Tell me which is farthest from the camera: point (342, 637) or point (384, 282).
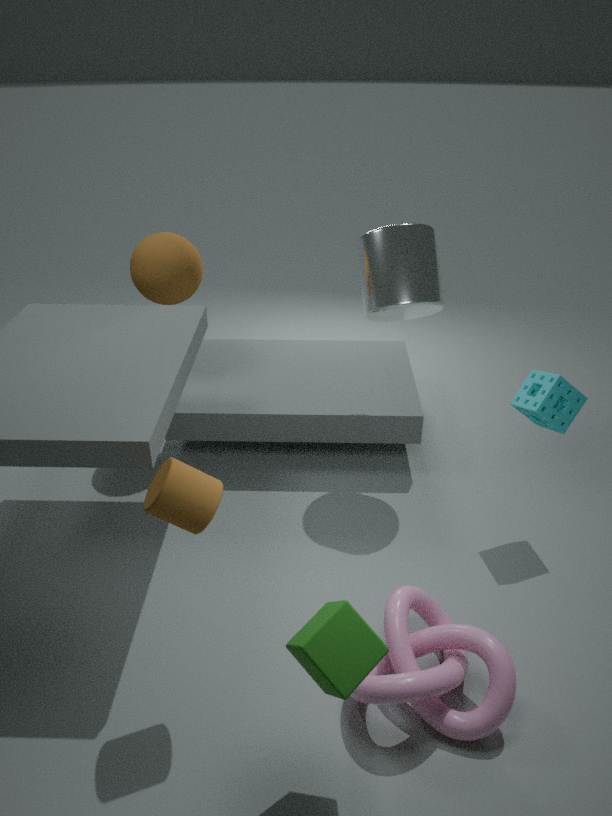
point (384, 282)
